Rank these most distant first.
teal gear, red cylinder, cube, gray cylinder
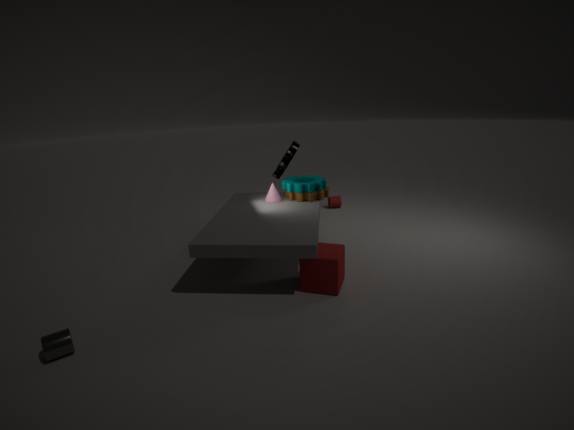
red cylinder < teal gear < cube < gray cylinder
